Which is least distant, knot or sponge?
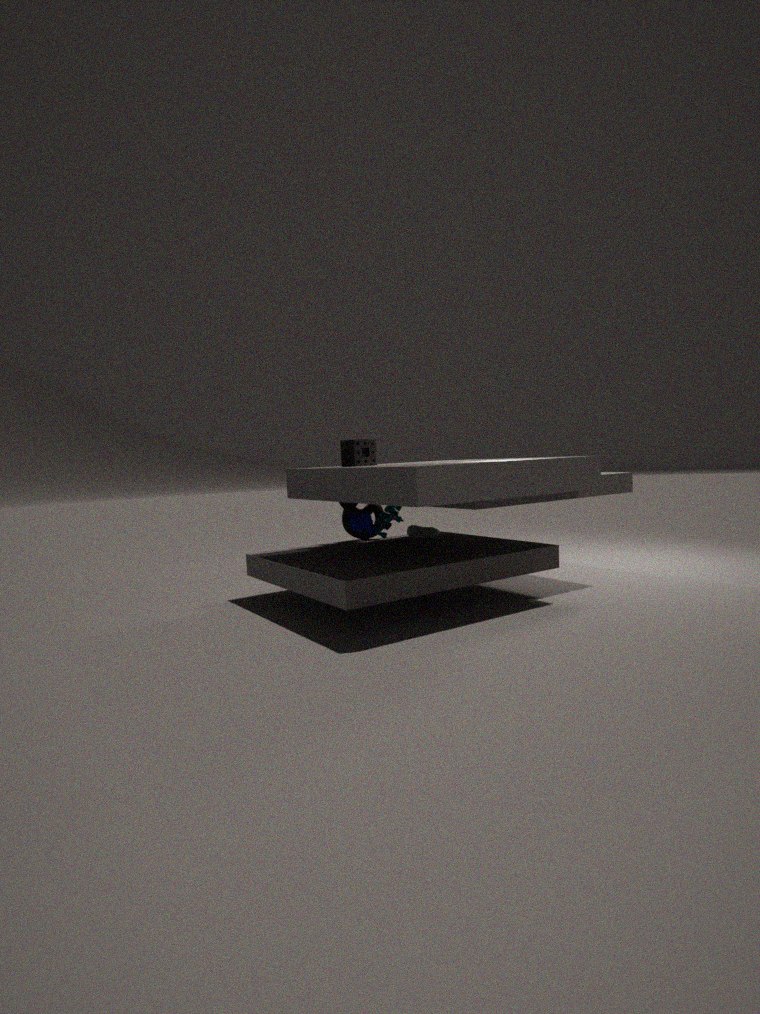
sponge
